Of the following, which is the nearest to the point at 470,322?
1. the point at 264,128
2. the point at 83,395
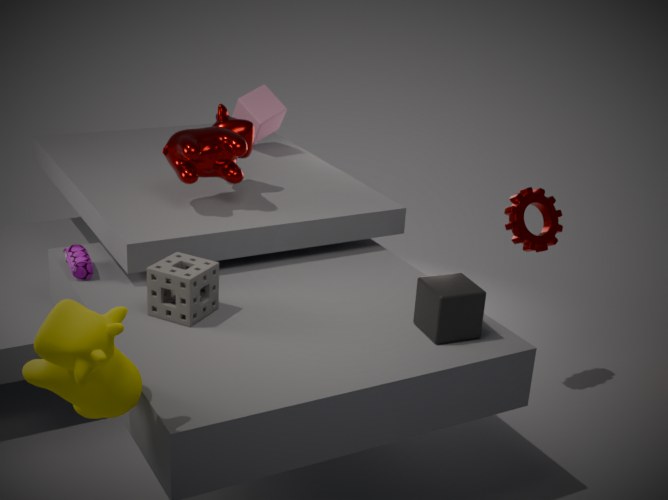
the point at 83,395
